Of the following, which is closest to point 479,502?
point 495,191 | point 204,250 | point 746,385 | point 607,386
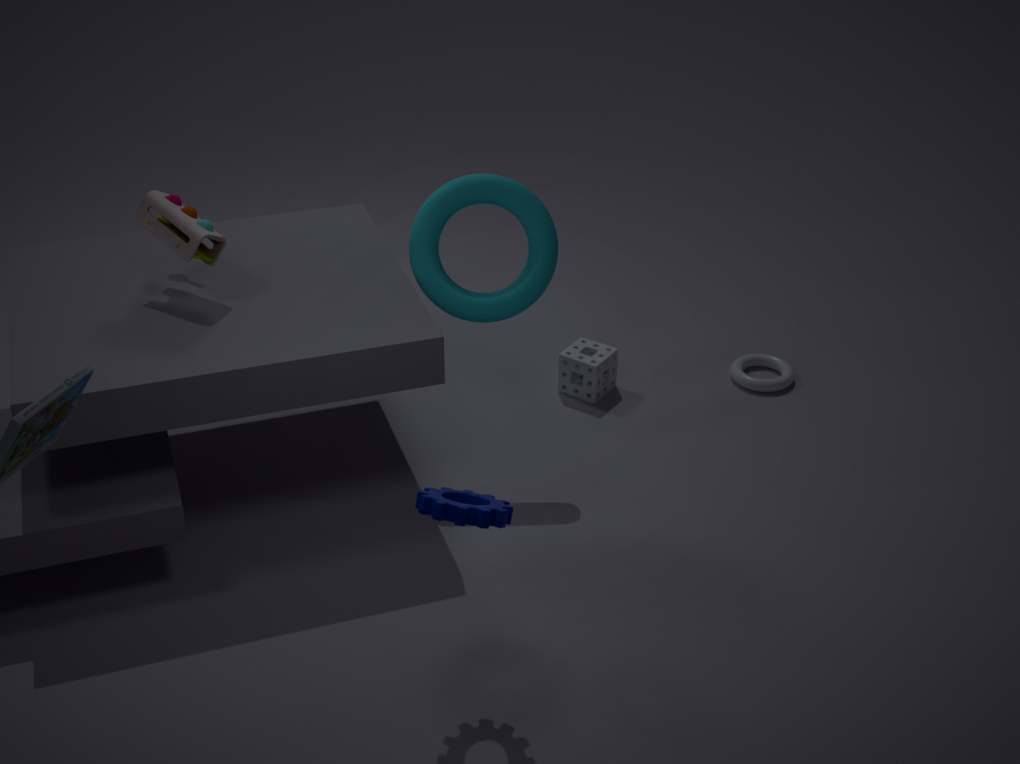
point 495,191
